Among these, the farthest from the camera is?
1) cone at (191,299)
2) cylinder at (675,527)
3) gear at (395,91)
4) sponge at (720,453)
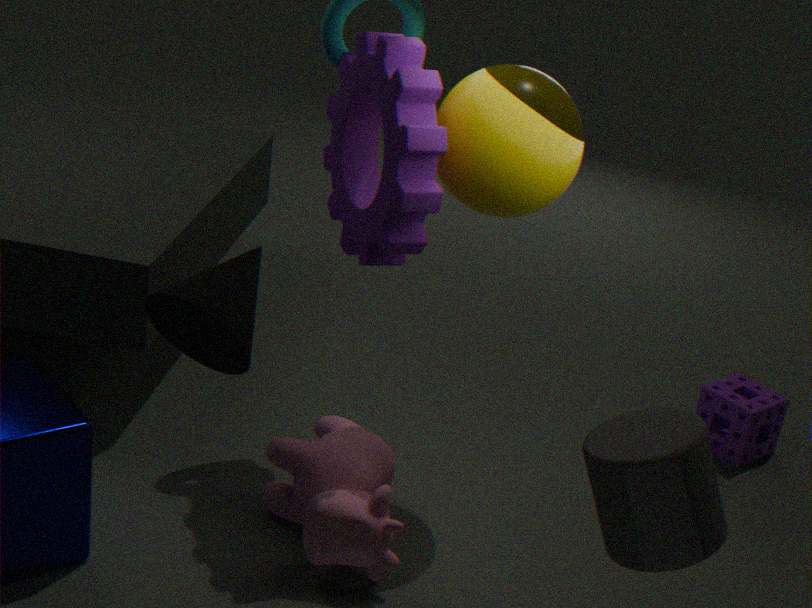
4. sponge at (720,453)
